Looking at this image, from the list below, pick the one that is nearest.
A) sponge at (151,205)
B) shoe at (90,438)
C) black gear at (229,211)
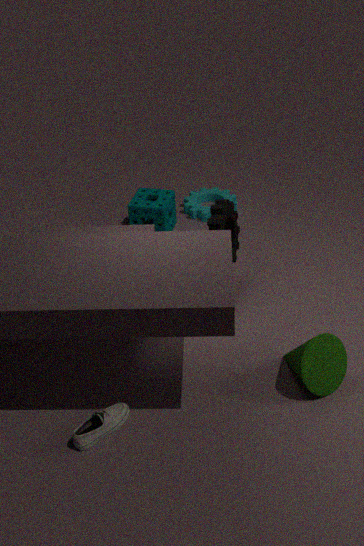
shoe at (90,438)
